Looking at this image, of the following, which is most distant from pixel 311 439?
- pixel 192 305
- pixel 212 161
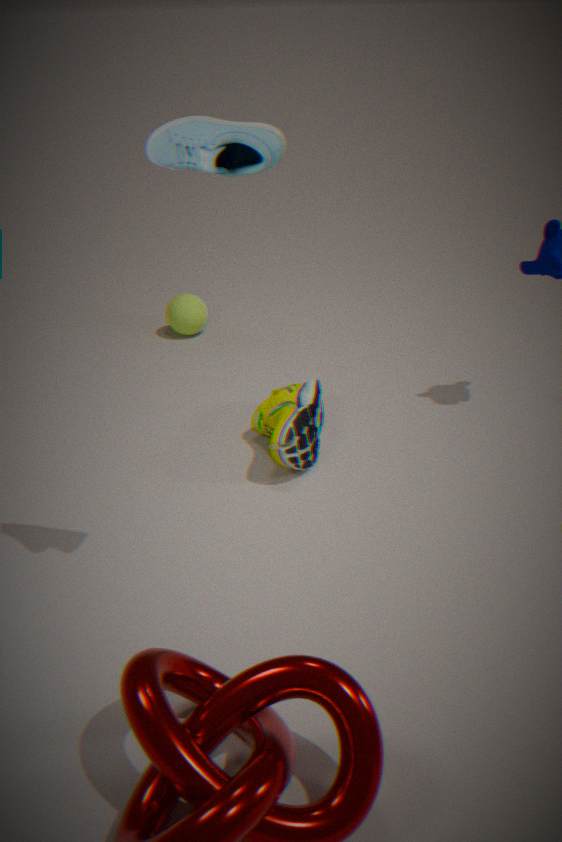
pixel 212 161
